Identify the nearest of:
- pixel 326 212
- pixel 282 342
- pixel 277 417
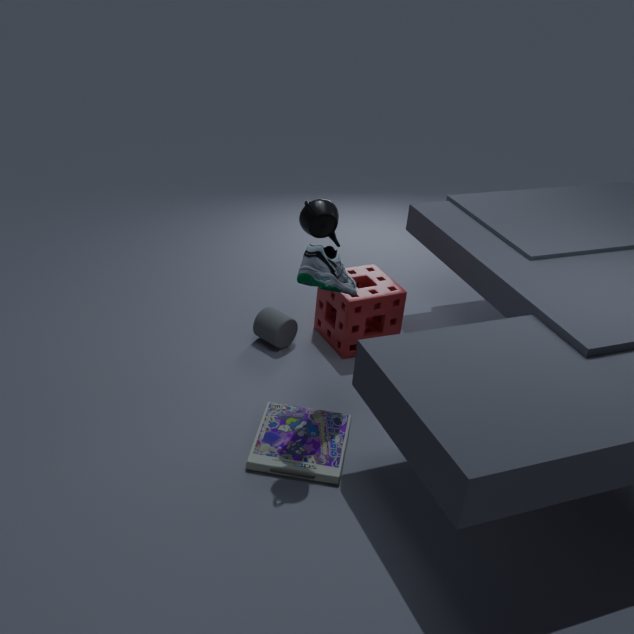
pixel 326 212
